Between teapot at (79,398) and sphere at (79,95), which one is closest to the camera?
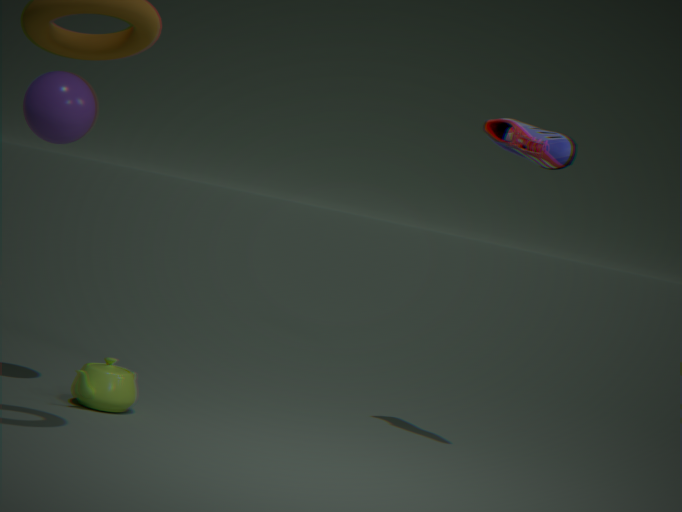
sphere at (79,95)
